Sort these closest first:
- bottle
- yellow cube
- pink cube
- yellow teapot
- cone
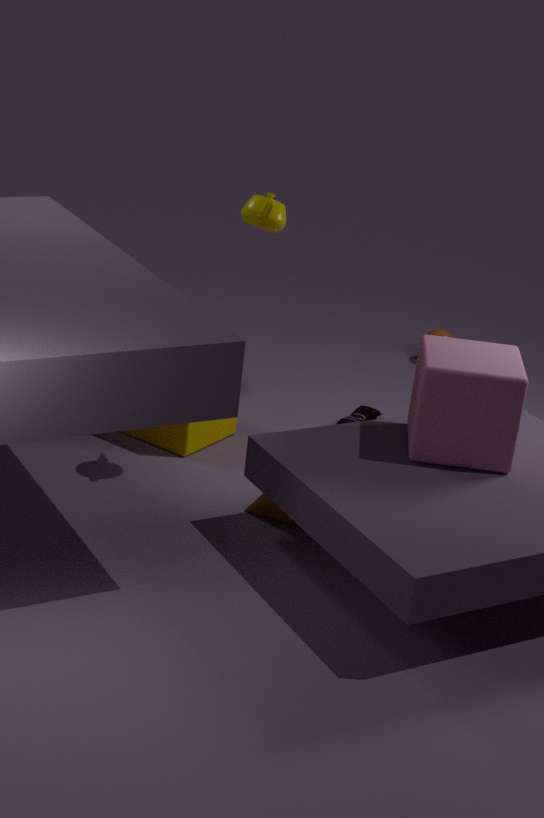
pink cube
yellow teapot
cone
yellow cube
bottle
